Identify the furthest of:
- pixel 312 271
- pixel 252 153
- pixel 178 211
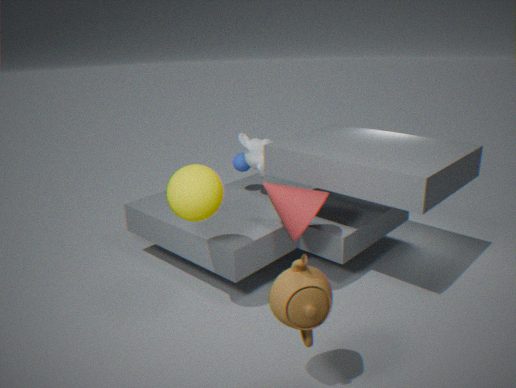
pixel 252 153
